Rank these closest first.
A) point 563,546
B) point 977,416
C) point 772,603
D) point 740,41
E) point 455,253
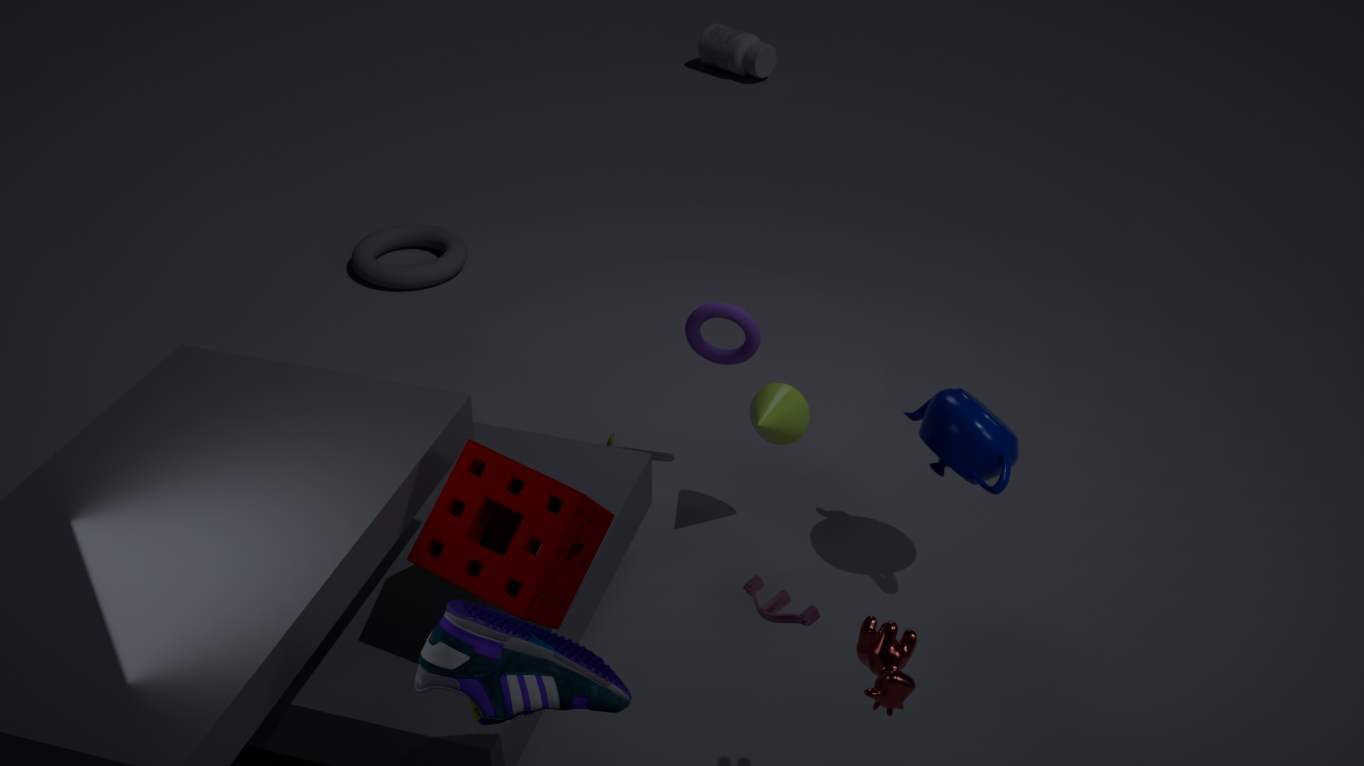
point 772,603
point 563,546
point 977,416
point 455,253
point 740,41
